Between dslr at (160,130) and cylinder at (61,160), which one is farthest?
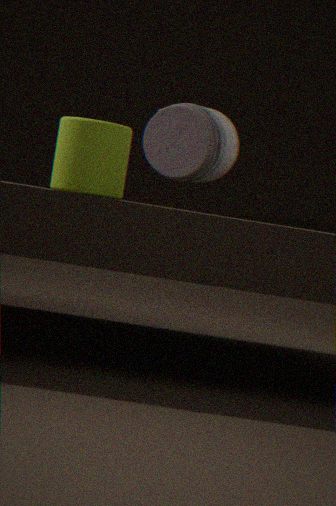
dslr at (160,130)
